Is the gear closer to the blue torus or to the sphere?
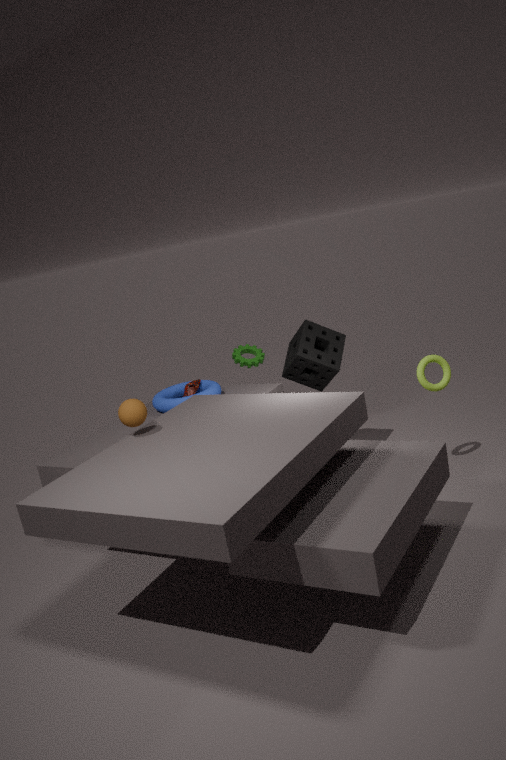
the blue torus
